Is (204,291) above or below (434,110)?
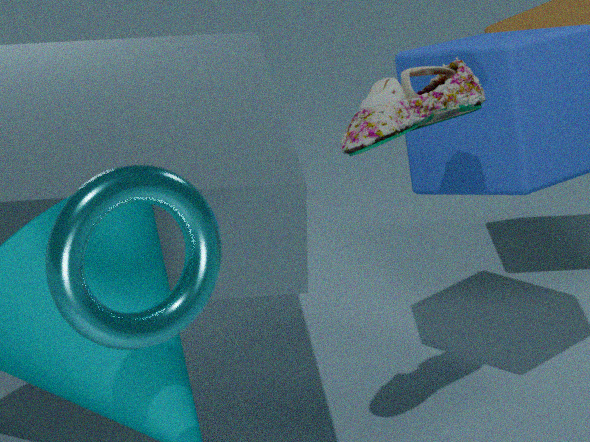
above
